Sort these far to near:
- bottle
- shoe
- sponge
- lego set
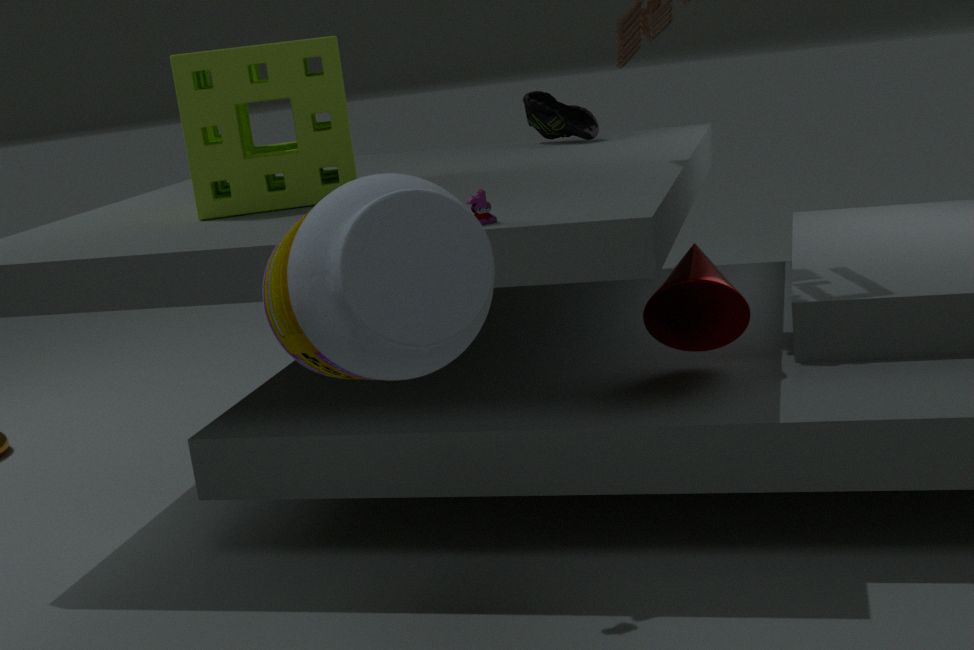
1. shoe
2. sponge
3. lego set
4. bottle
